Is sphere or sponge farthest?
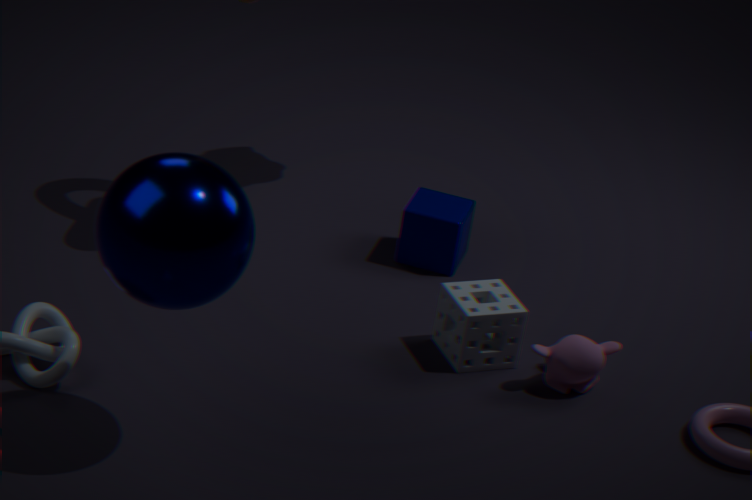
sponge
